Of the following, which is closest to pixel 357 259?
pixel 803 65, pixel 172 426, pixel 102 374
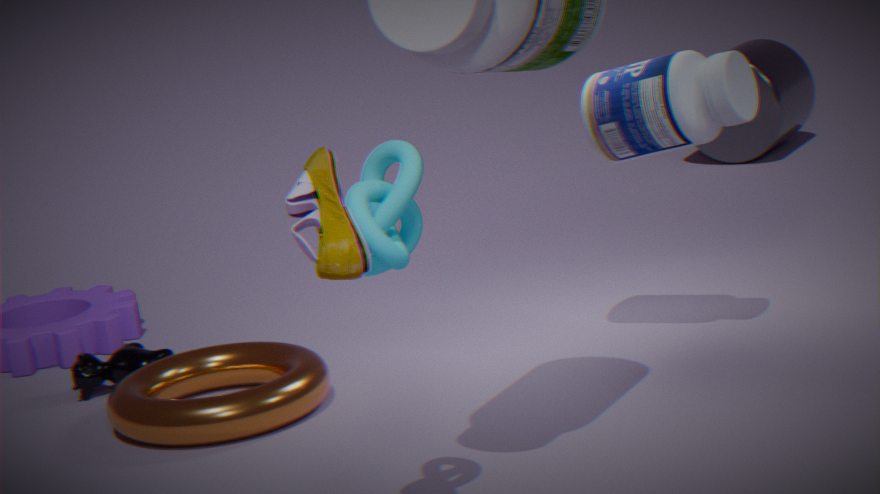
pixel 172 426
